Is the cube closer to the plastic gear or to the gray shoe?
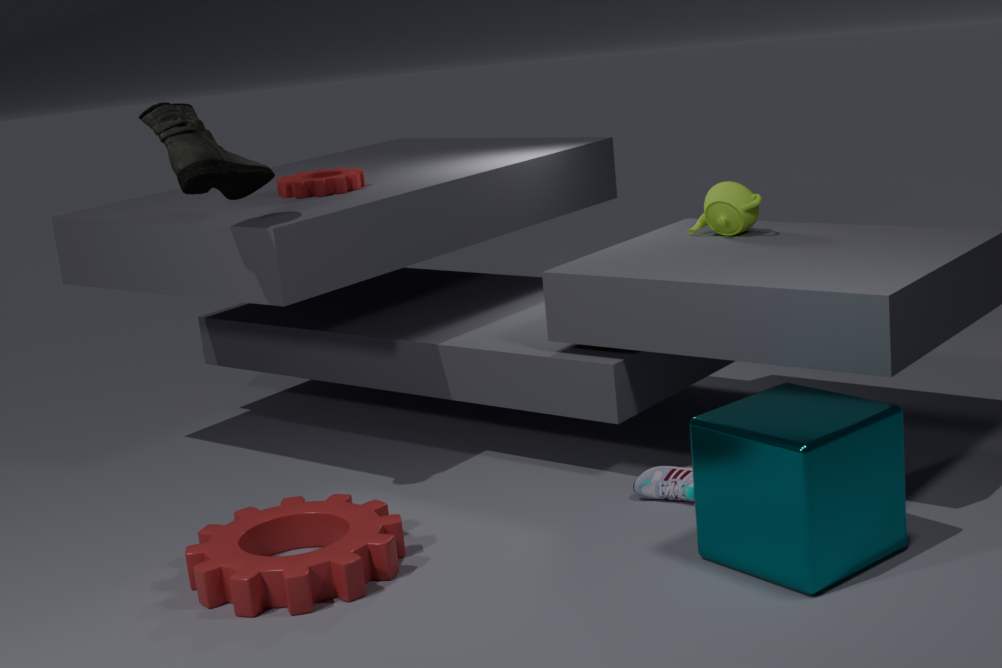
the gray shoe
